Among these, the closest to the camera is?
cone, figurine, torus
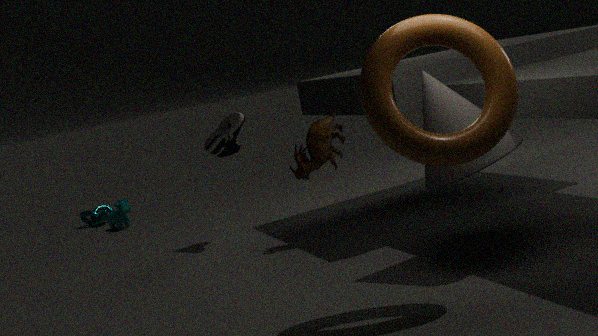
torus
